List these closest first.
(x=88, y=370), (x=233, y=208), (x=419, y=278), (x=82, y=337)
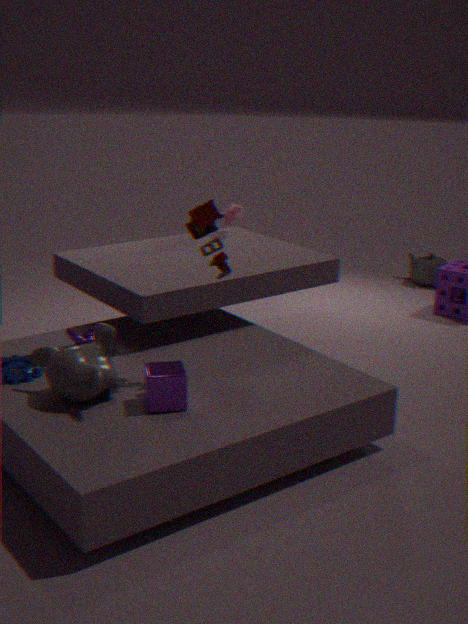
(x=88, y=370)
(x=82, y=337)
(x=233, y=208)
(x=419, y=278)
